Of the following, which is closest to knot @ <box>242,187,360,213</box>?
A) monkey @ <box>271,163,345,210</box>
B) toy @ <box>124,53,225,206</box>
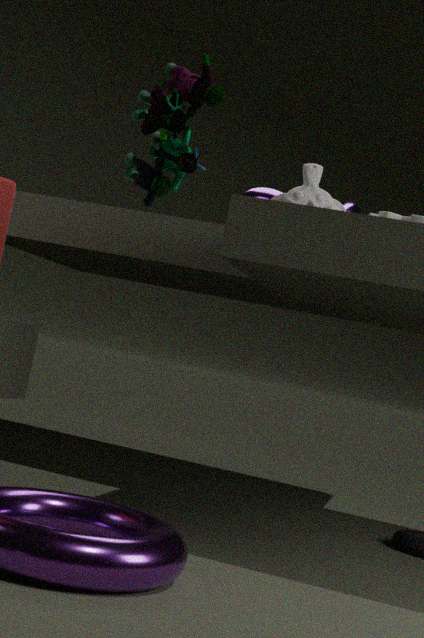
monkey @ <box>271,163,345,210</box>
